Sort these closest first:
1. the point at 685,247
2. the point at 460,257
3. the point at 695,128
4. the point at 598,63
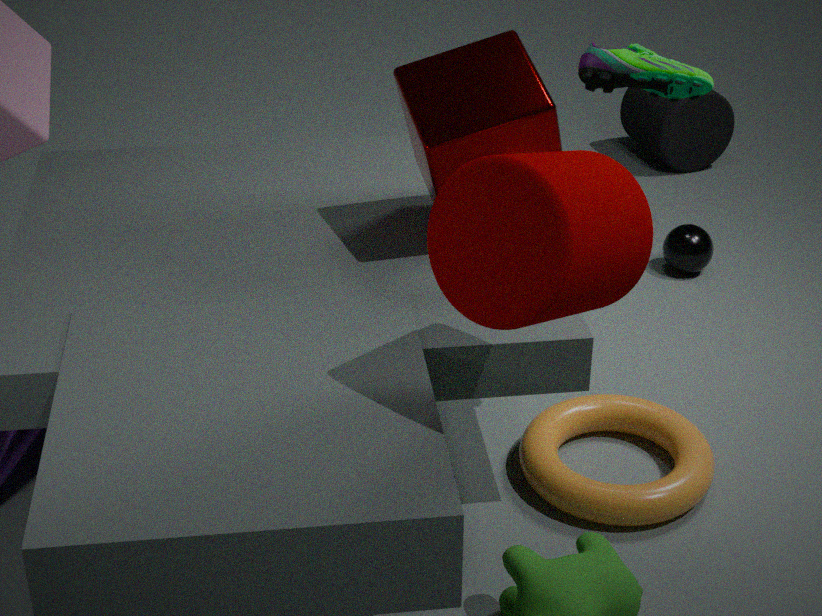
the point at 460,257
the point at 598,63
the point at 685,247
the point at 695,128
